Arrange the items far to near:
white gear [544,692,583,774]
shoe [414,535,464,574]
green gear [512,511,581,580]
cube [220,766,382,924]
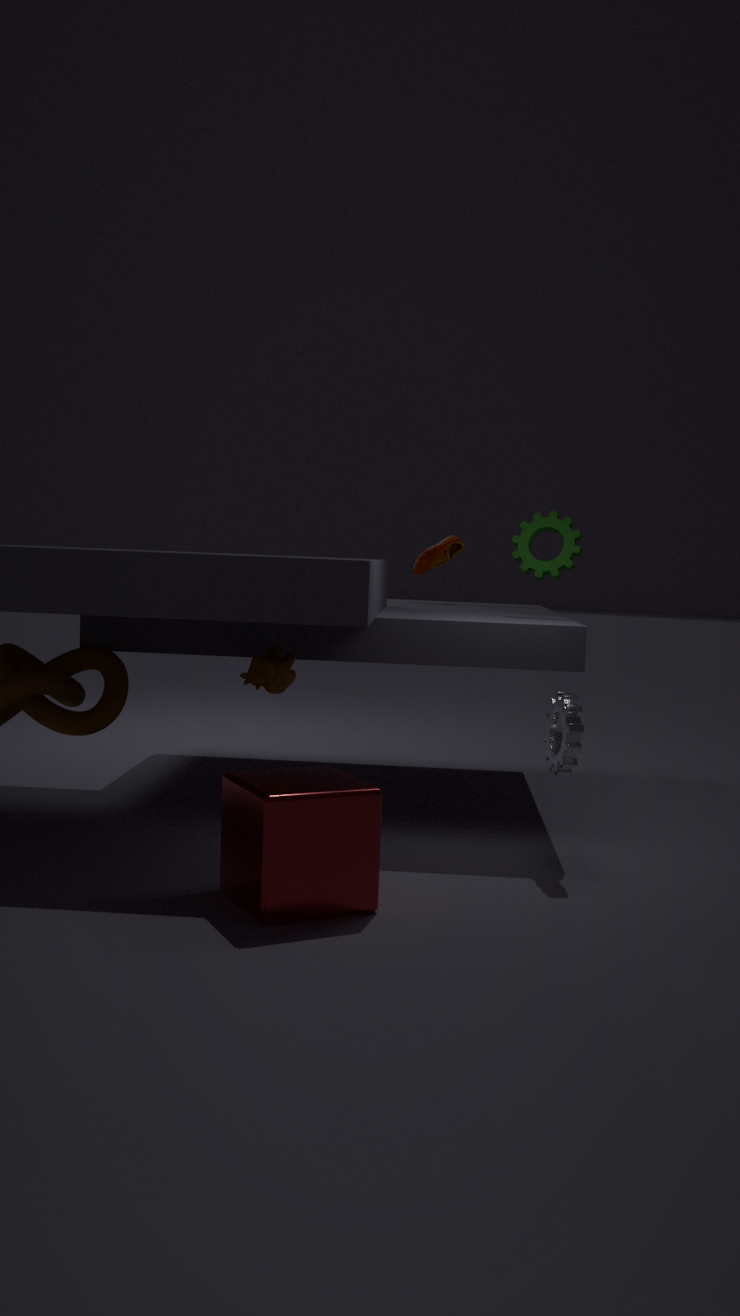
shoe [414,535,464,574]
green gear [512,511,581,580]
white gear [544,692,583,774]
cube [220,766,382,924]
